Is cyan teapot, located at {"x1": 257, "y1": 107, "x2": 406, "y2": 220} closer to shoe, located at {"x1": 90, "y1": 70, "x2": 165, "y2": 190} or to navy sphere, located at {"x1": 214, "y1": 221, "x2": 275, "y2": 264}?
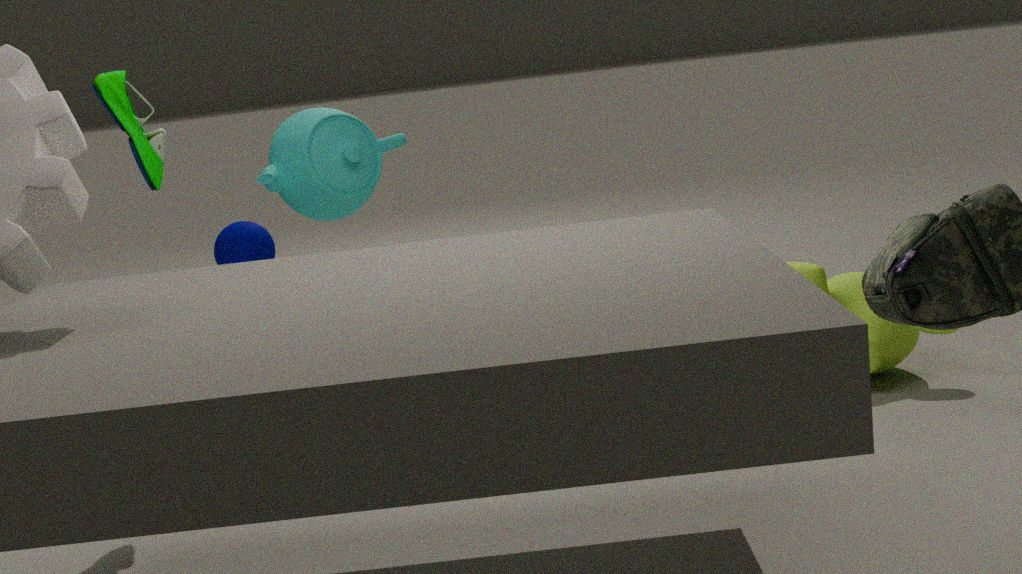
navy sphere, located at {"x1": 214, "y1": 221, "x2": 275, "y2": 264}
